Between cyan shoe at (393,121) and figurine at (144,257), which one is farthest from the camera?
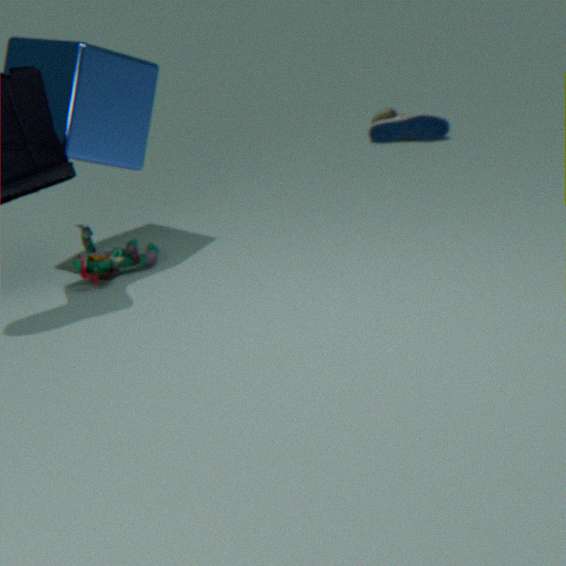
cyan shoe at (393,121)
